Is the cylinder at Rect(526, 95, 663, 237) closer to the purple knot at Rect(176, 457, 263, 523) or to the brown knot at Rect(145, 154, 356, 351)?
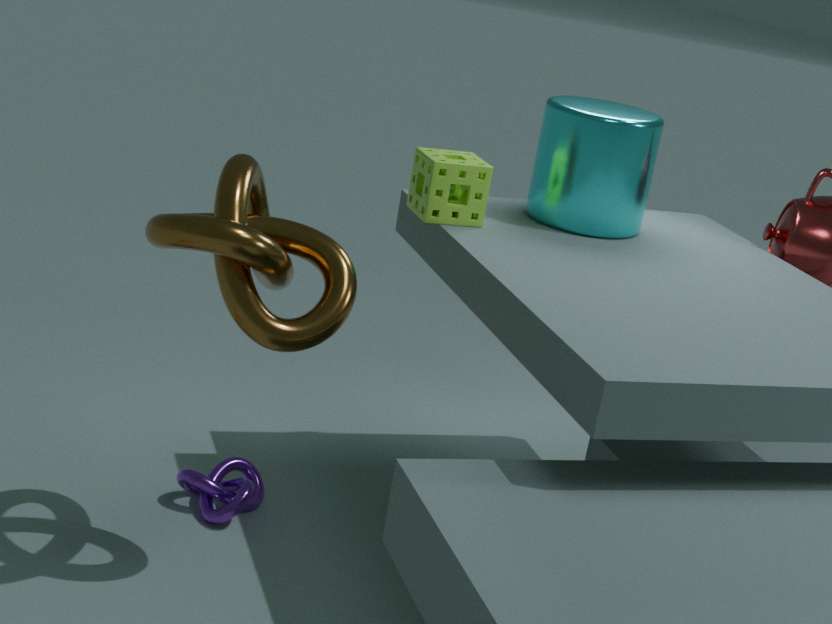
the brown knot at Rect(145, 154, 356, 351)
